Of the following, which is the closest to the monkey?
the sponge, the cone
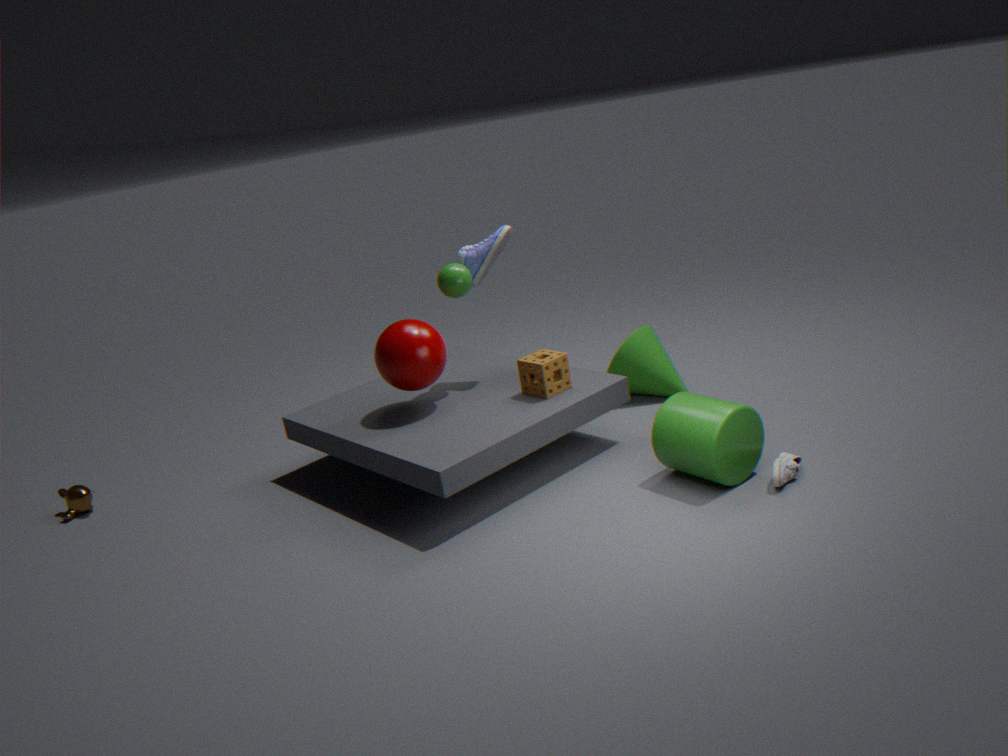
the sponge
